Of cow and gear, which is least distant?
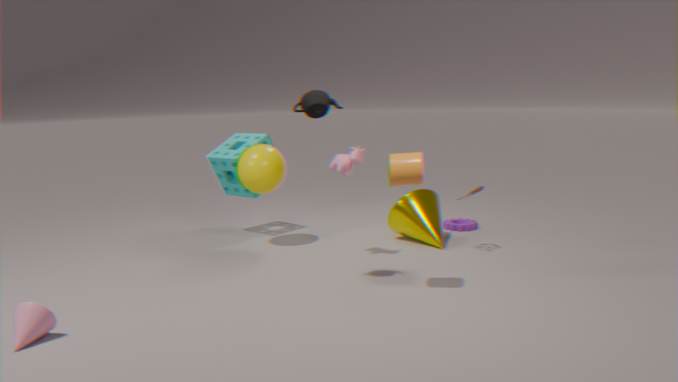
cow
